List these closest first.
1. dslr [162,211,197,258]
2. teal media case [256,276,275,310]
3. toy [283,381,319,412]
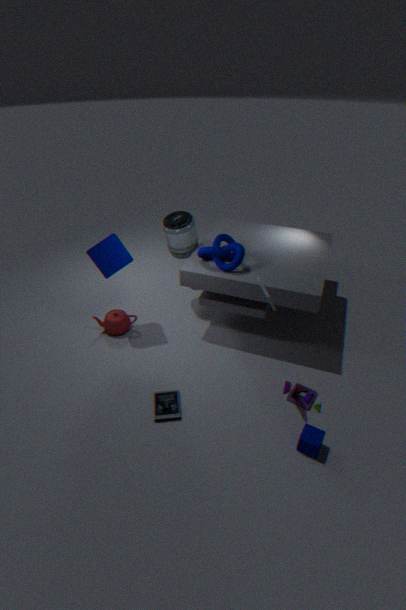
teal media case [256,276,275,310] → toy [283,381,319,412] → dslr [162,211,197,258]
